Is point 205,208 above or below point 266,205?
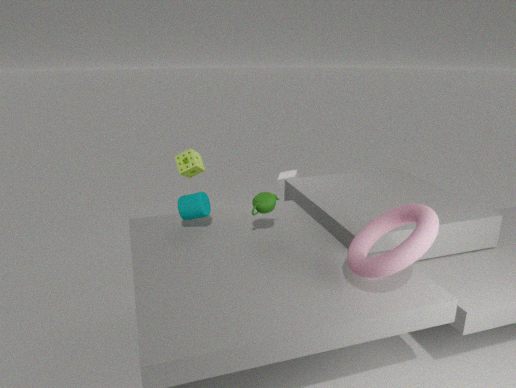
below
